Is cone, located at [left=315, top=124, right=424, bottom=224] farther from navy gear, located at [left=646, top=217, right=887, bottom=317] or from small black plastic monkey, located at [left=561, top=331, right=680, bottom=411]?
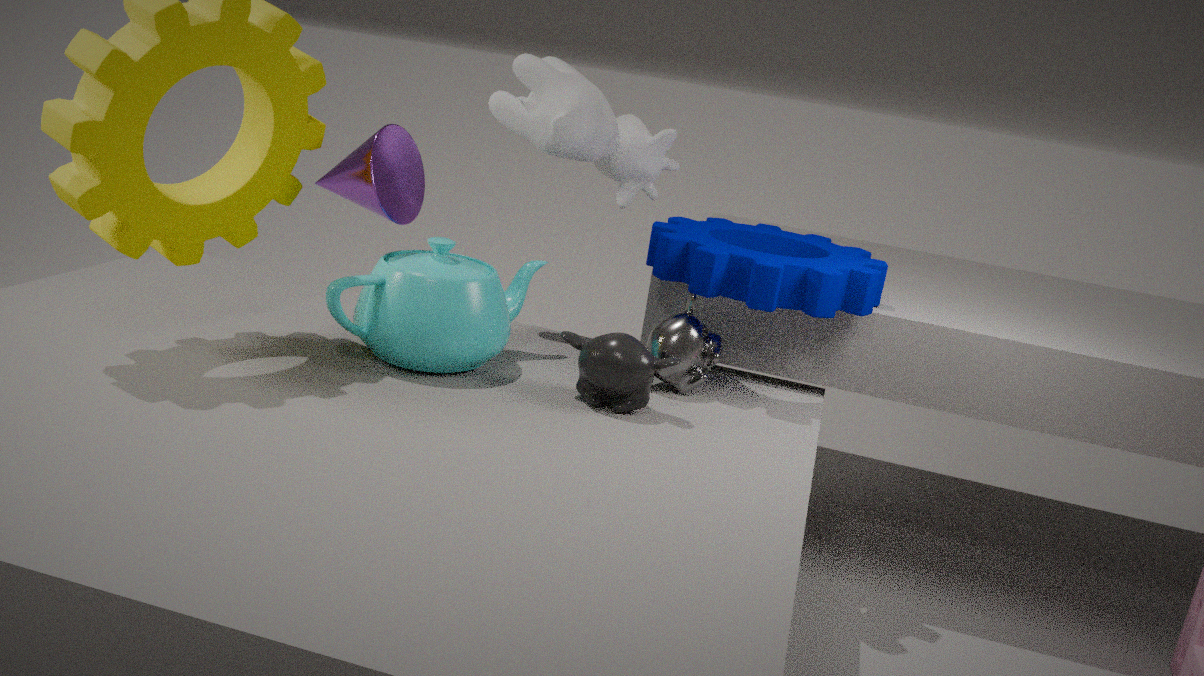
navy gear, located at [left=646, top=217, right=887, bottom=317]
